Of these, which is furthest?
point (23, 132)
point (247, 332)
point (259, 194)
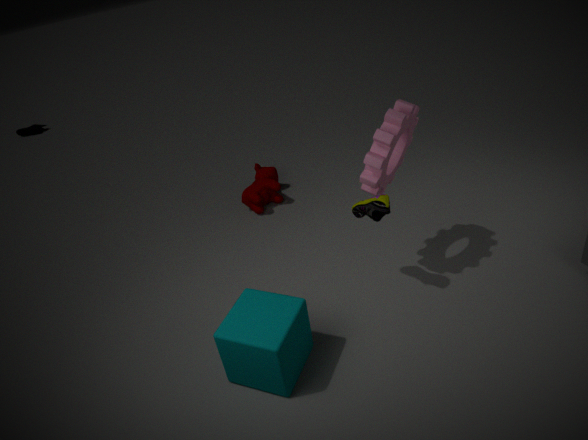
point (23, 132)
